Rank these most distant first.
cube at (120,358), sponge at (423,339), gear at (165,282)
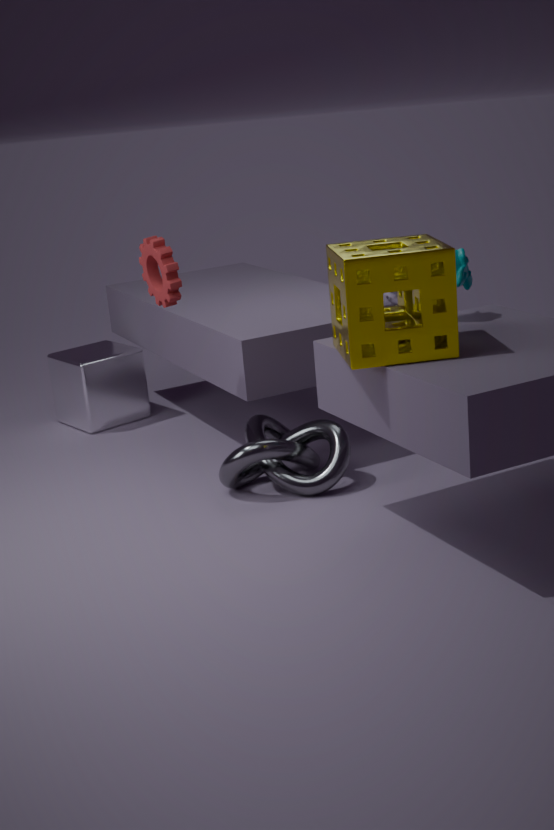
cube at (120,358)
gear at (165,282)
sponge at (423,339)
